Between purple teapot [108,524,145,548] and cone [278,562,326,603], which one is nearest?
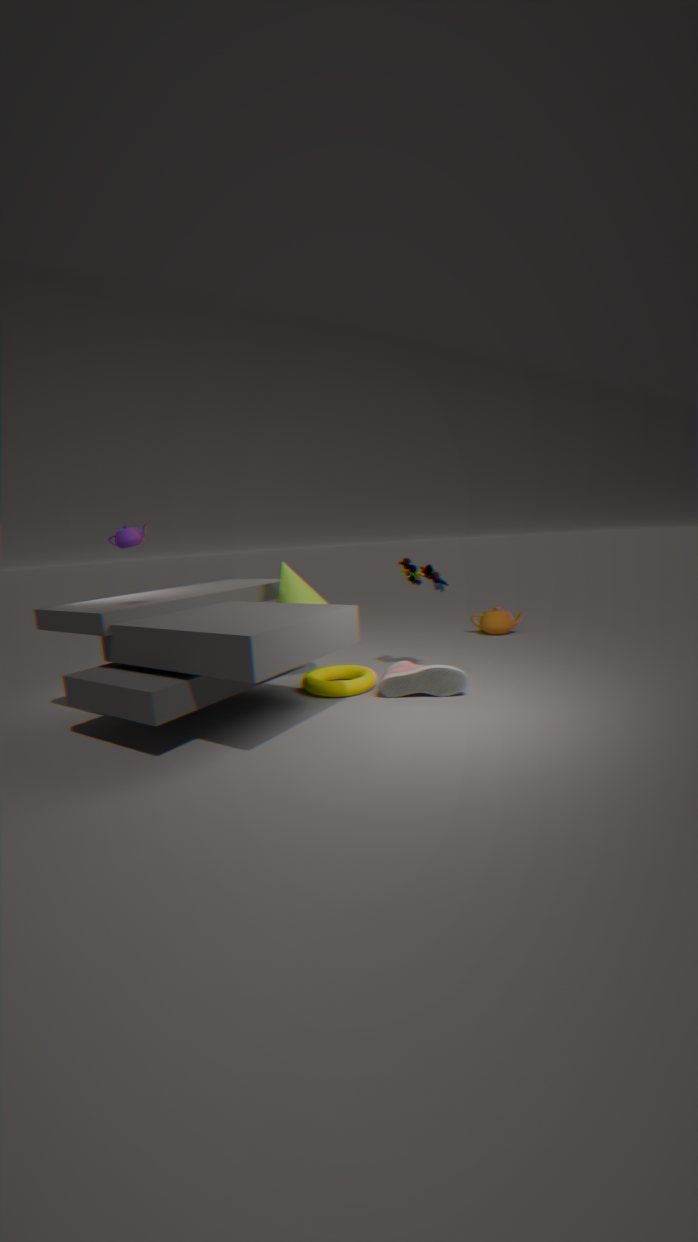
purple teapot [108,524,145,548]
